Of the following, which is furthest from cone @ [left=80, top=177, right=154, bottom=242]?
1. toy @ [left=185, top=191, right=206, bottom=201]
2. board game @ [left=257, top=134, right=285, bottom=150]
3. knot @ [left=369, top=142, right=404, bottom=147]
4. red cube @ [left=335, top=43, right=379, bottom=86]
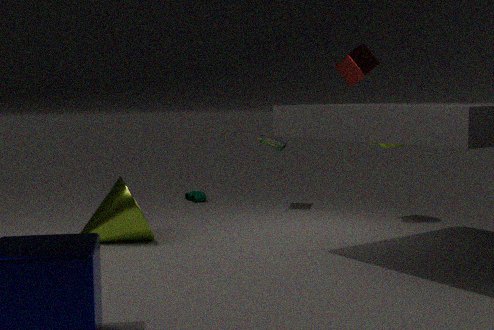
red cube @ [left=335, top=43, right=379, bottom=86]
